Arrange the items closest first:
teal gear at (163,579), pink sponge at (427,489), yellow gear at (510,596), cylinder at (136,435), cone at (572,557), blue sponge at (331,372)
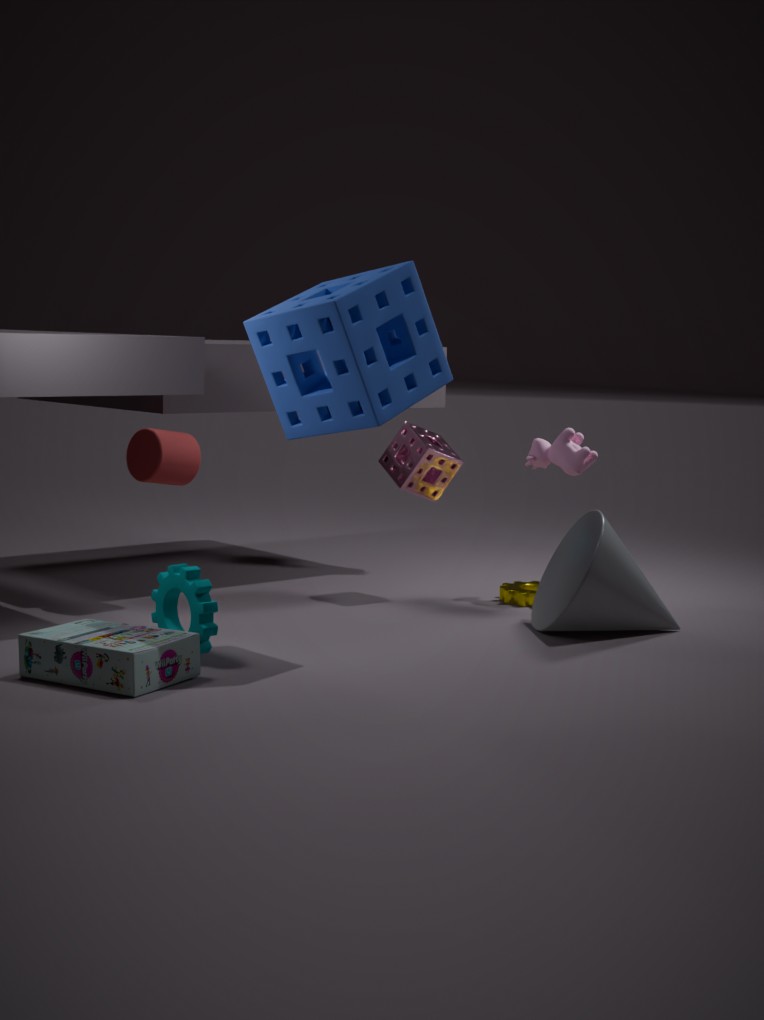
blue sponge at (331,372) < teal gear at (163,579) < cone at (572,557) < cylinder at (136,435) < pink sponge at (427,489) < yellow gear at (510,596)
